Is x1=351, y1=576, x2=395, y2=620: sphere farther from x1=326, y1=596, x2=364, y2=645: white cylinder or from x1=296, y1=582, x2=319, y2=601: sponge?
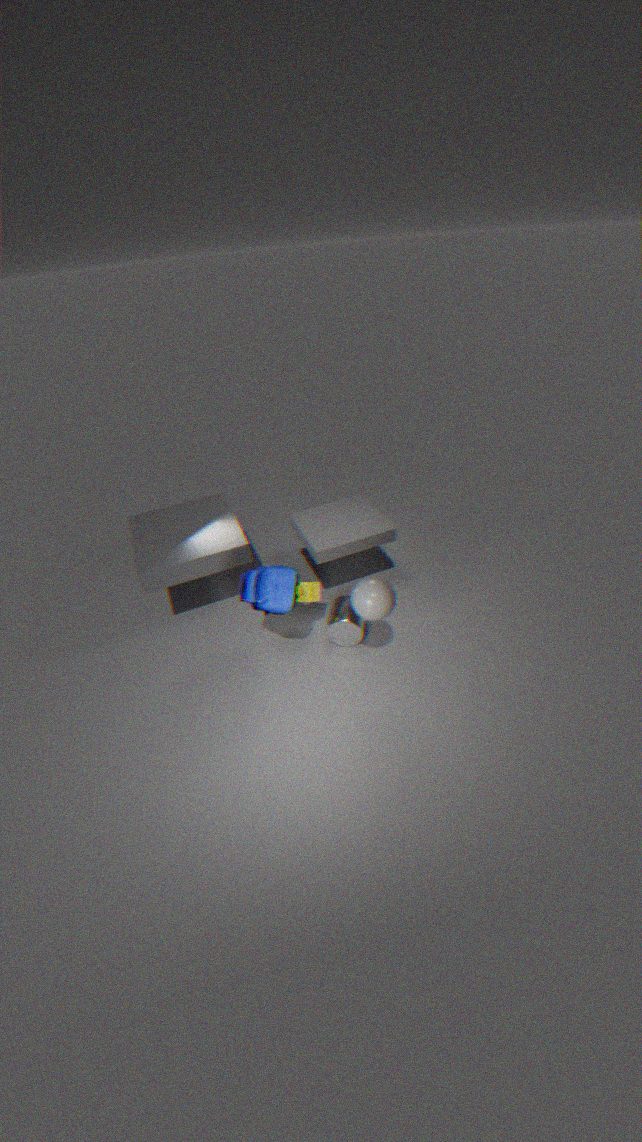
x1=296, y1=582, x2=319, y2=601: sponge
